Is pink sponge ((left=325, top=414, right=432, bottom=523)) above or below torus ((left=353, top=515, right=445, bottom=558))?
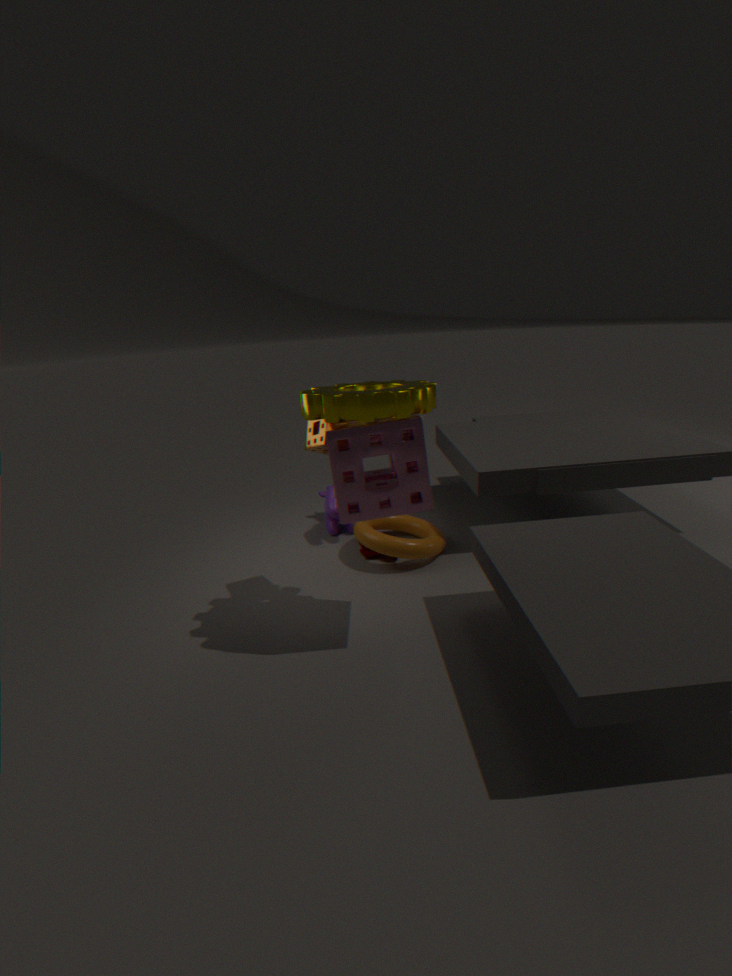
above
